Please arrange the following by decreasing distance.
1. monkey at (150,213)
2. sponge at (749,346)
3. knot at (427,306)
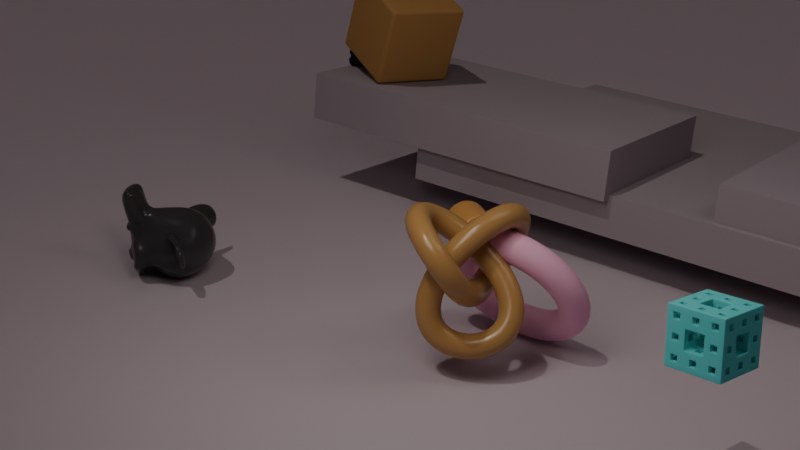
monkey at (150,213) < knot at (427,306) < sponge at (749,346)
